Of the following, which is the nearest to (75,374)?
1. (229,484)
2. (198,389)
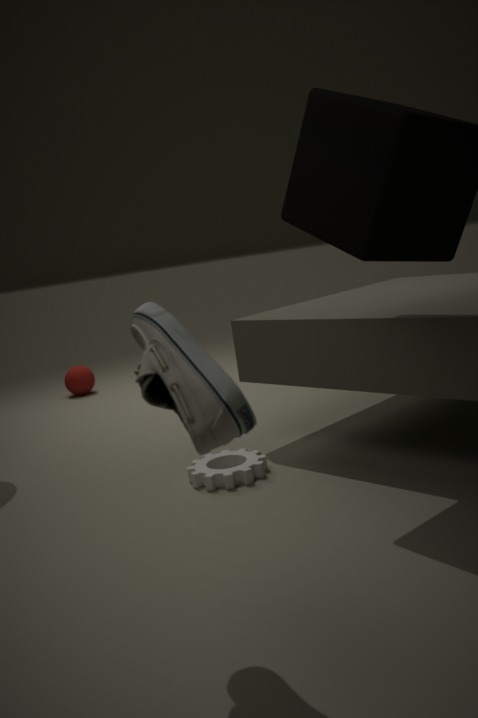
(229,484)
